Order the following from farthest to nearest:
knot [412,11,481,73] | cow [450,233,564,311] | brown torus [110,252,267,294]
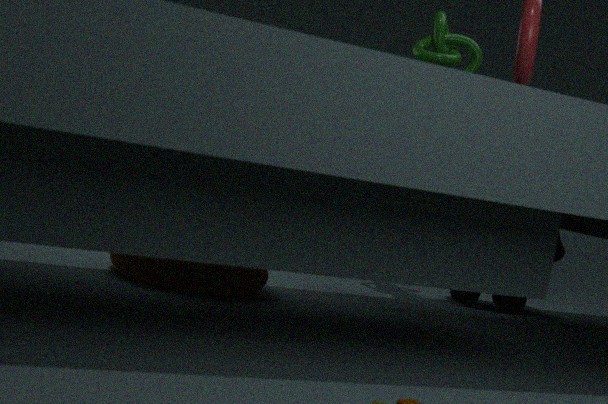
cow [450,233,564,311], knot [412,11,481,73], brown torus [110,252,267,294]
